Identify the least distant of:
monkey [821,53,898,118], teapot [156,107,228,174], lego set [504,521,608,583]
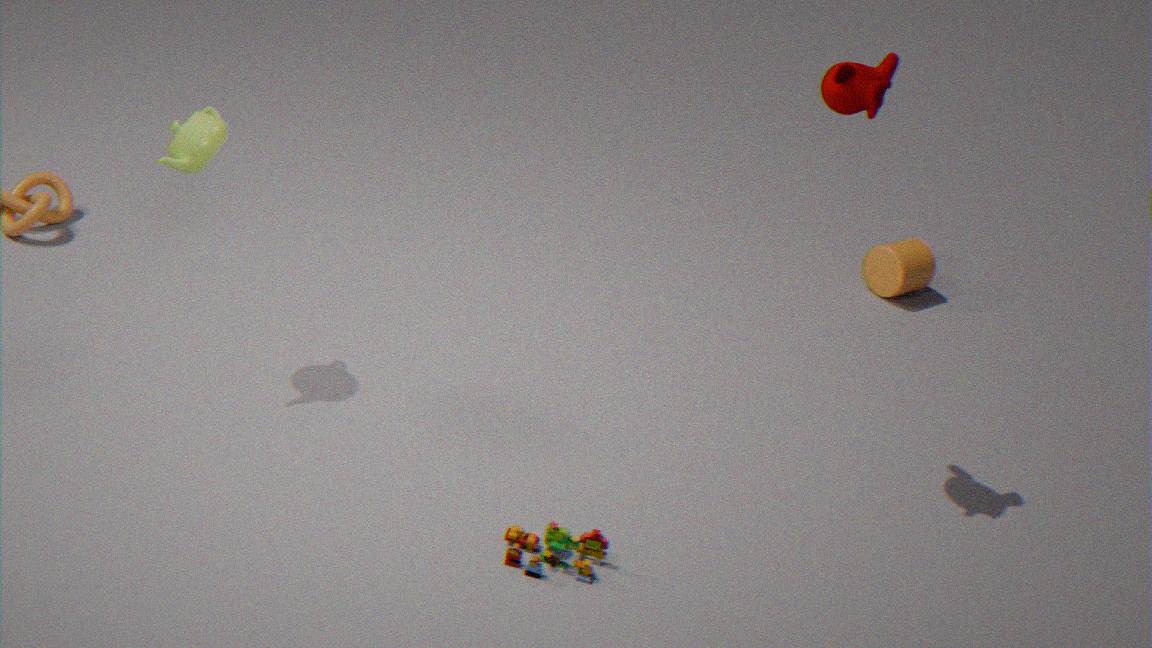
lego set [504,521,608,583]
